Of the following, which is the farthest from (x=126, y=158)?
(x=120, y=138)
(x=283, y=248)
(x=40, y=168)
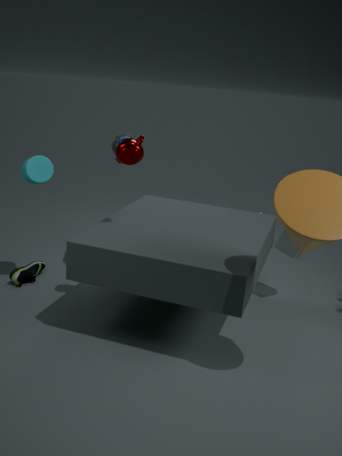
(x=283, y=248)
